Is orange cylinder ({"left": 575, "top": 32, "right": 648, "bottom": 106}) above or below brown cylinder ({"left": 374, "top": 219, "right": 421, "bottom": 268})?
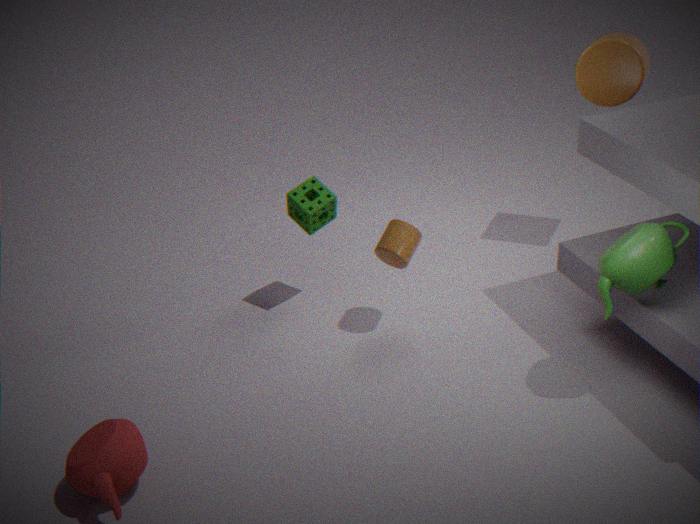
above
